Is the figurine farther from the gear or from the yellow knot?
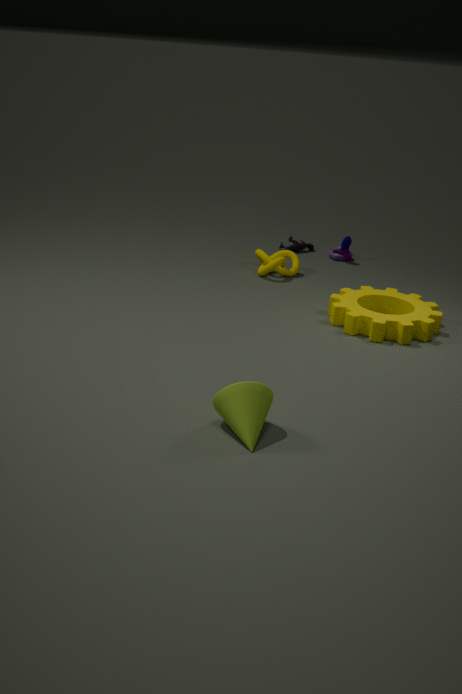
the gear
